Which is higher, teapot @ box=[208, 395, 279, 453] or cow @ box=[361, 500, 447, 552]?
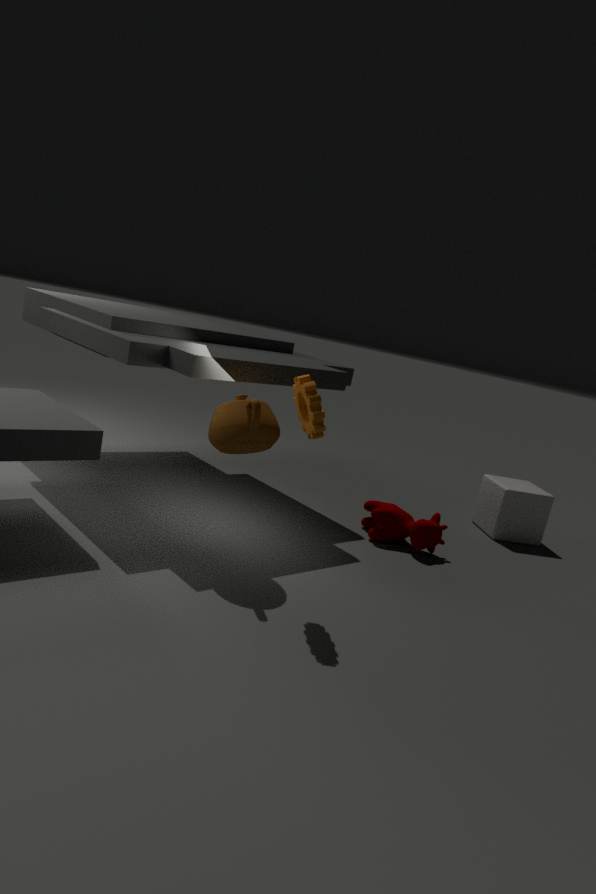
teapot @ box=[208, 395, 279, 453]
